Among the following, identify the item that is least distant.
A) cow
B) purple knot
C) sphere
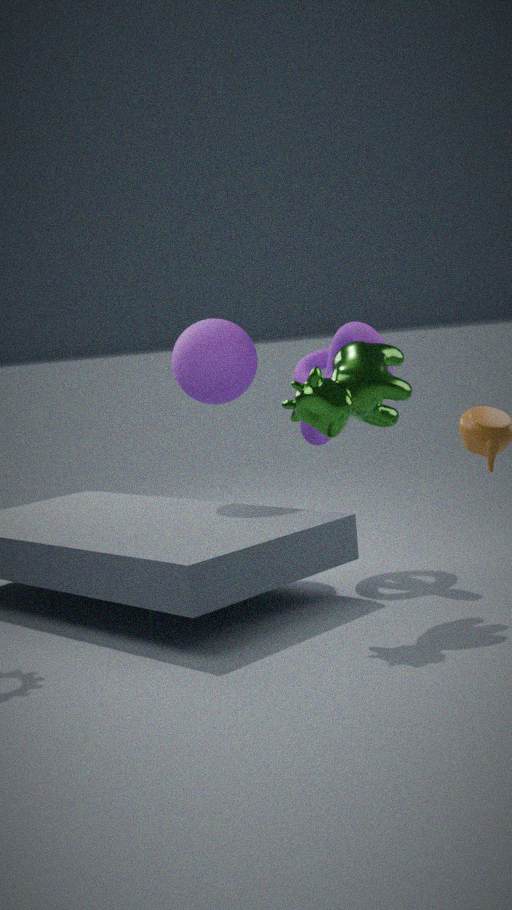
cow
